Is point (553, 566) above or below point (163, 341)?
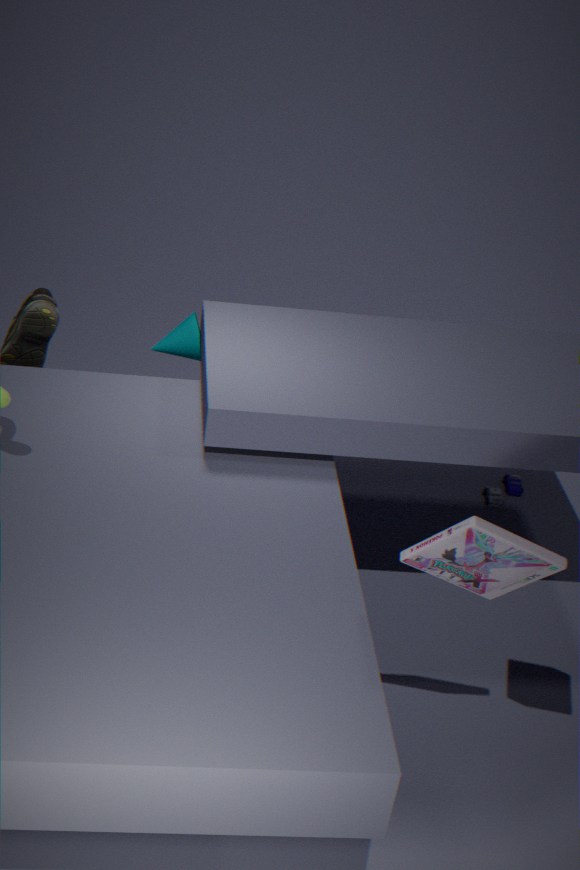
above
